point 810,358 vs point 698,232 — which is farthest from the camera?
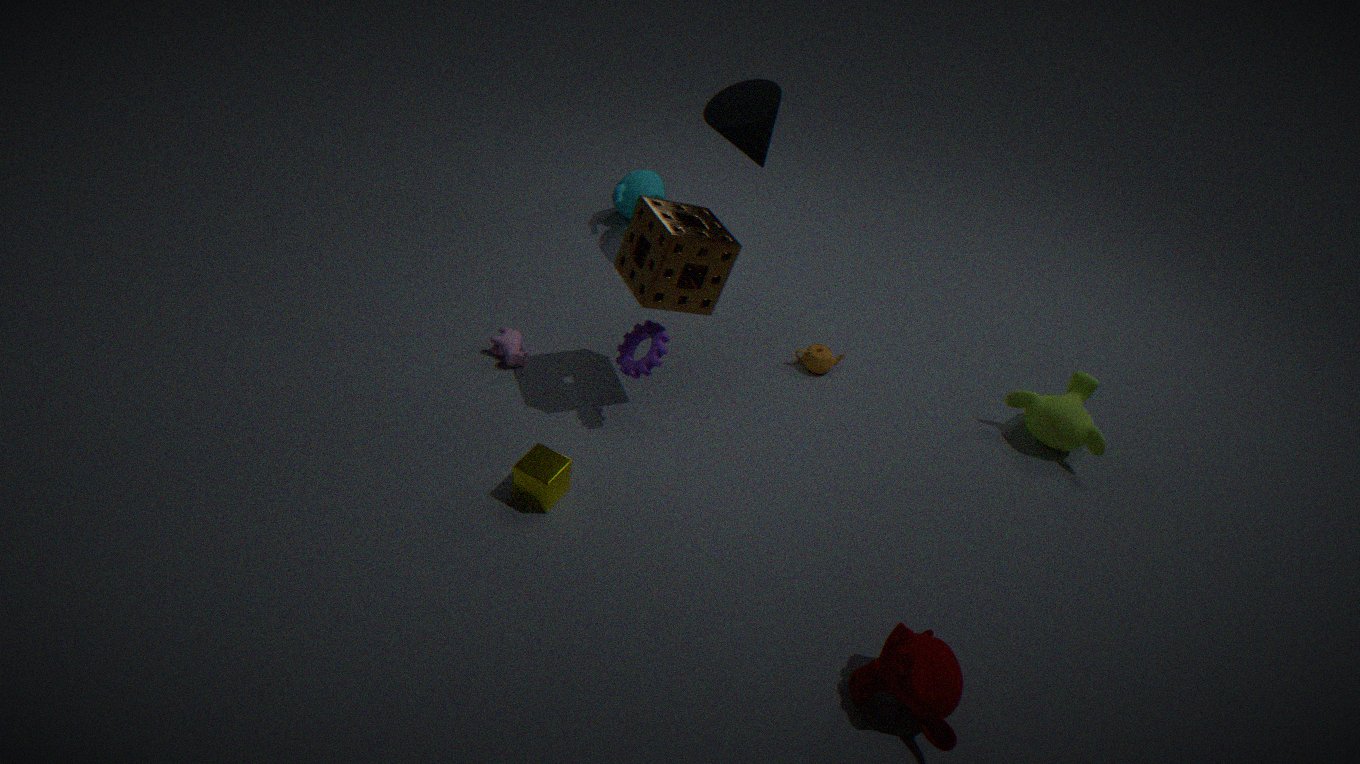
point 810,358
